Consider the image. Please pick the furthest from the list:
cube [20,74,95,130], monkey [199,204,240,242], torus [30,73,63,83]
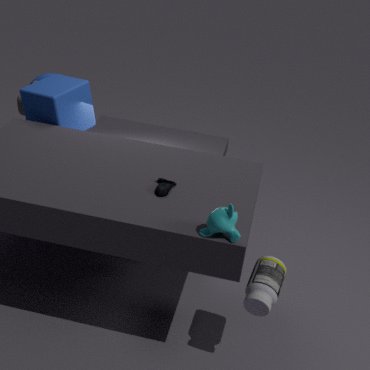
torus [30,73,63,83]
